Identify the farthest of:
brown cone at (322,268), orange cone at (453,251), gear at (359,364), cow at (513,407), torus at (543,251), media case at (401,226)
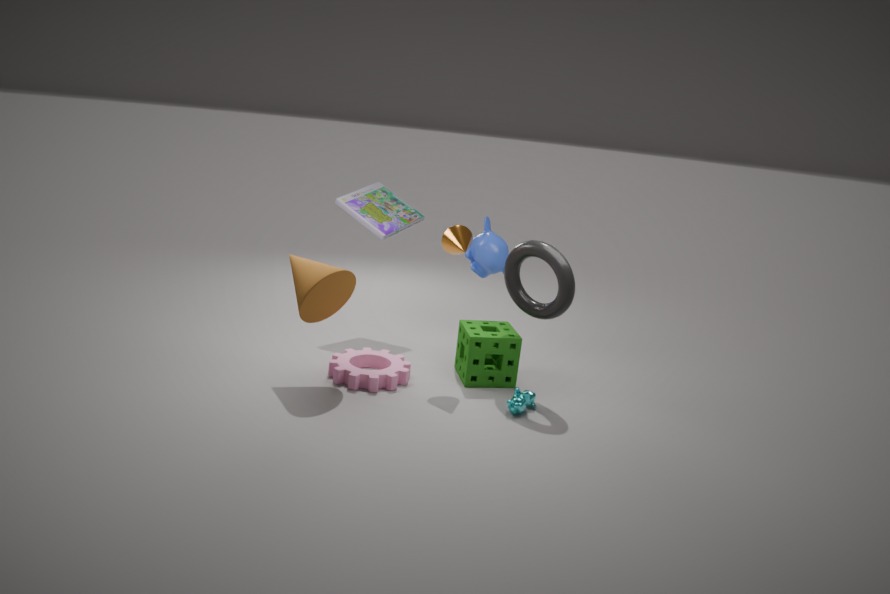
media case at (401,226)
